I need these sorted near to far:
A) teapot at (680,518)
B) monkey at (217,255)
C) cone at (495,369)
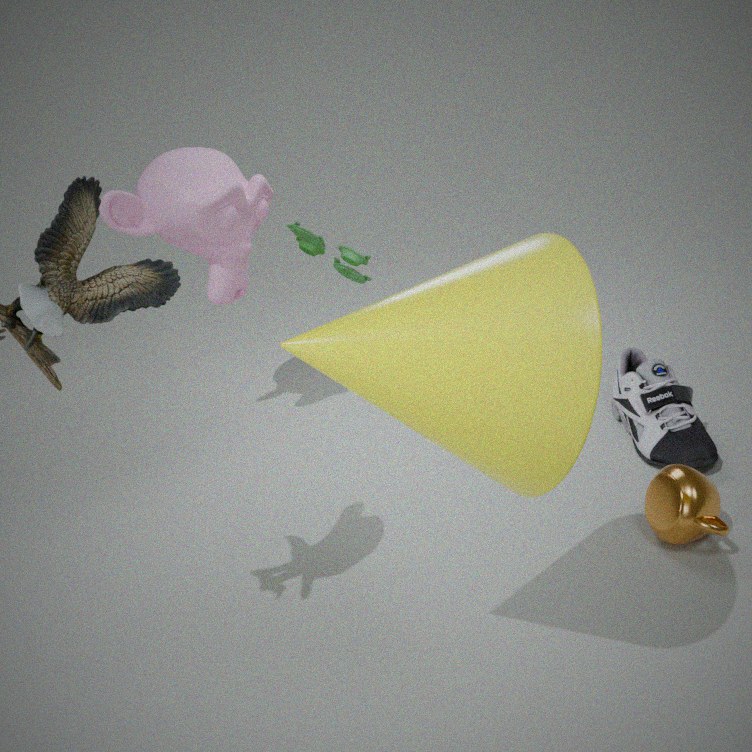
cone at (495,369) → teapot at (680,518) → monkey at (217,255)
